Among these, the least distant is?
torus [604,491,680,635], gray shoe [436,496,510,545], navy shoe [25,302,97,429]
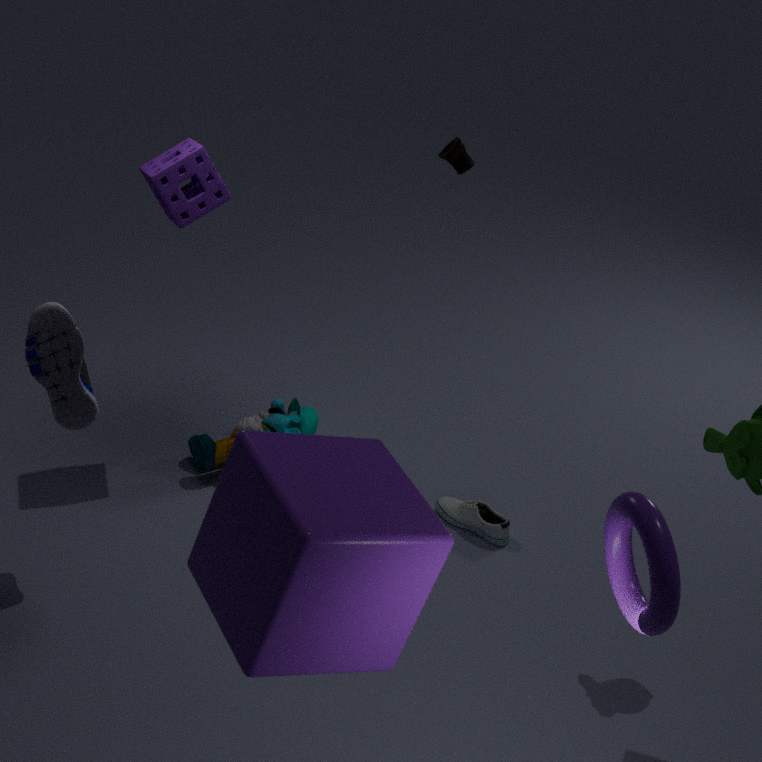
torus [604,491,680,635]
